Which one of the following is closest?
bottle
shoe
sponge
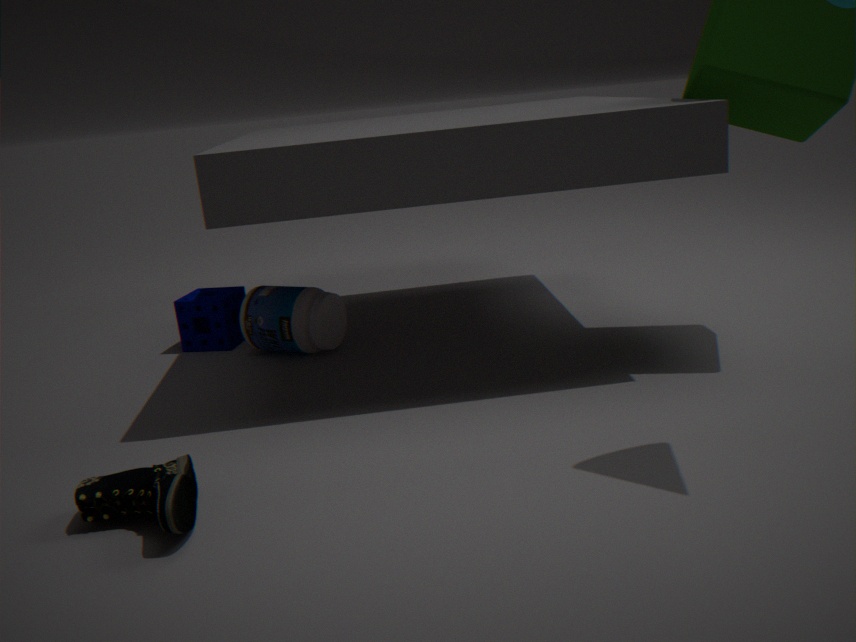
shoe
